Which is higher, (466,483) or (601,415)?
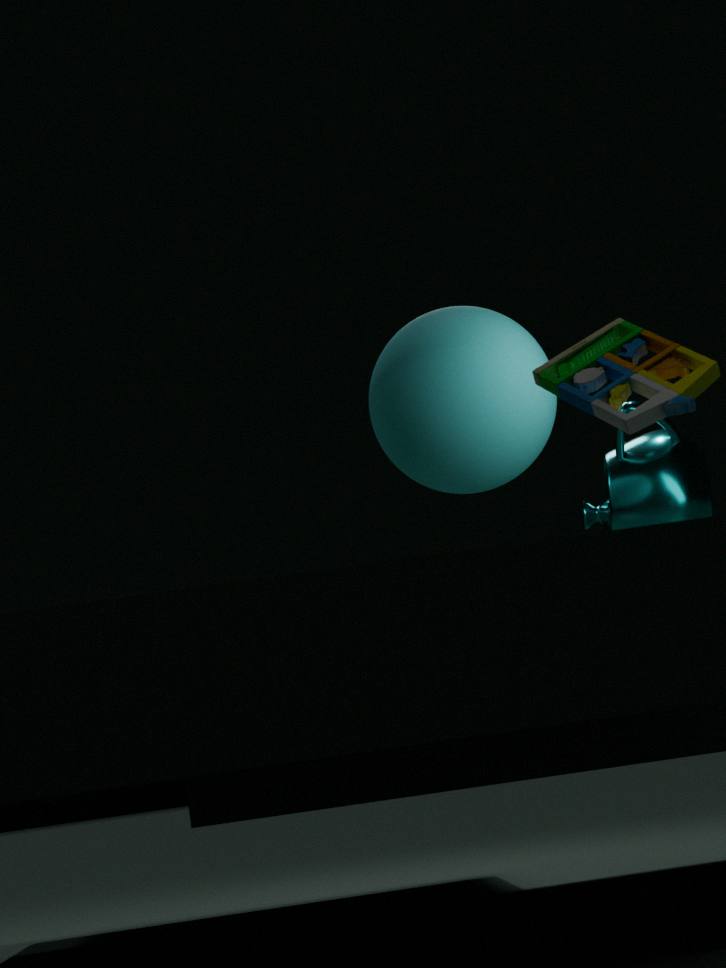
(466,483)
